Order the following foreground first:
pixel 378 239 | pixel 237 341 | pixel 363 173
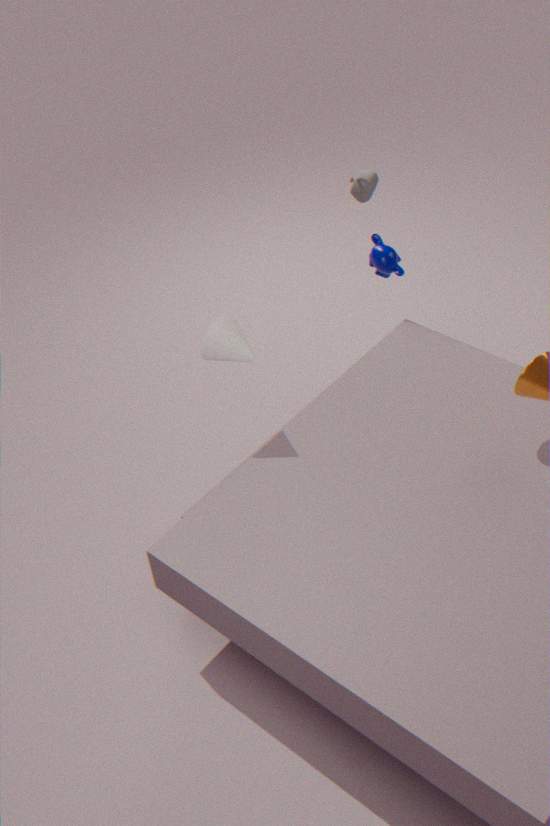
pixel 237 341
pixel 378 239
pixel 363 173
